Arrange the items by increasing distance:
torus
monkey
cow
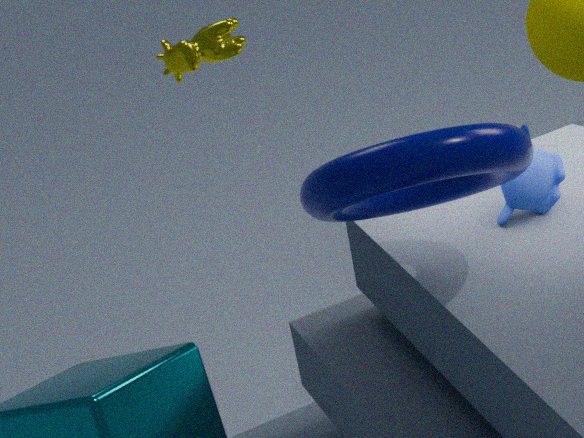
1. torus
2. monkey
3. cow
